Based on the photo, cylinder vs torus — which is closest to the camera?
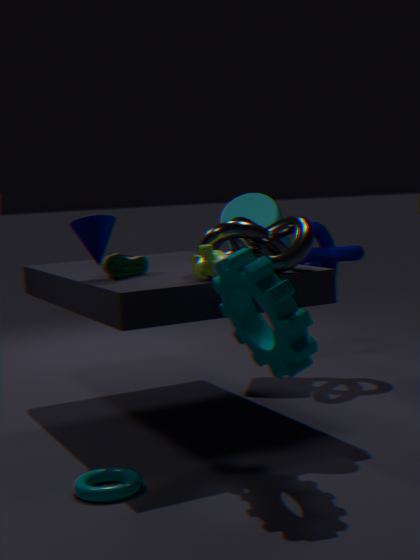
torus
